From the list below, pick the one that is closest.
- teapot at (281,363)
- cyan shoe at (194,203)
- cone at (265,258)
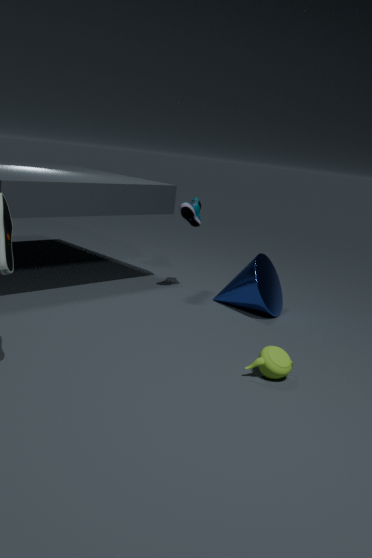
teapot at (281,363)
